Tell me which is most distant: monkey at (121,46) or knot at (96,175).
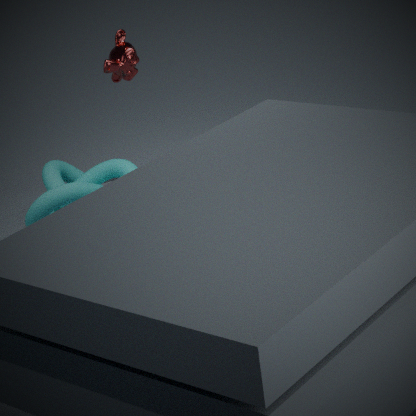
monkey at (121,46)
